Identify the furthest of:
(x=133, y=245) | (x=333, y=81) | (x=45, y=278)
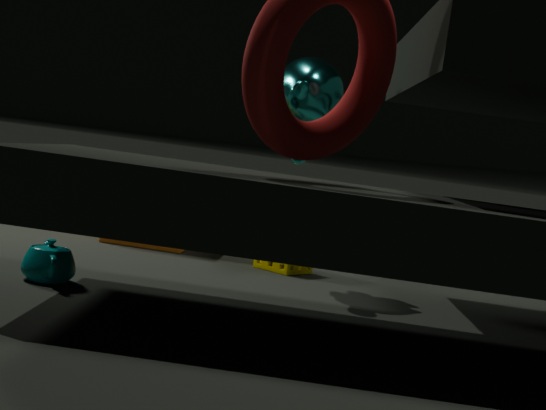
(x=133, y=245)
